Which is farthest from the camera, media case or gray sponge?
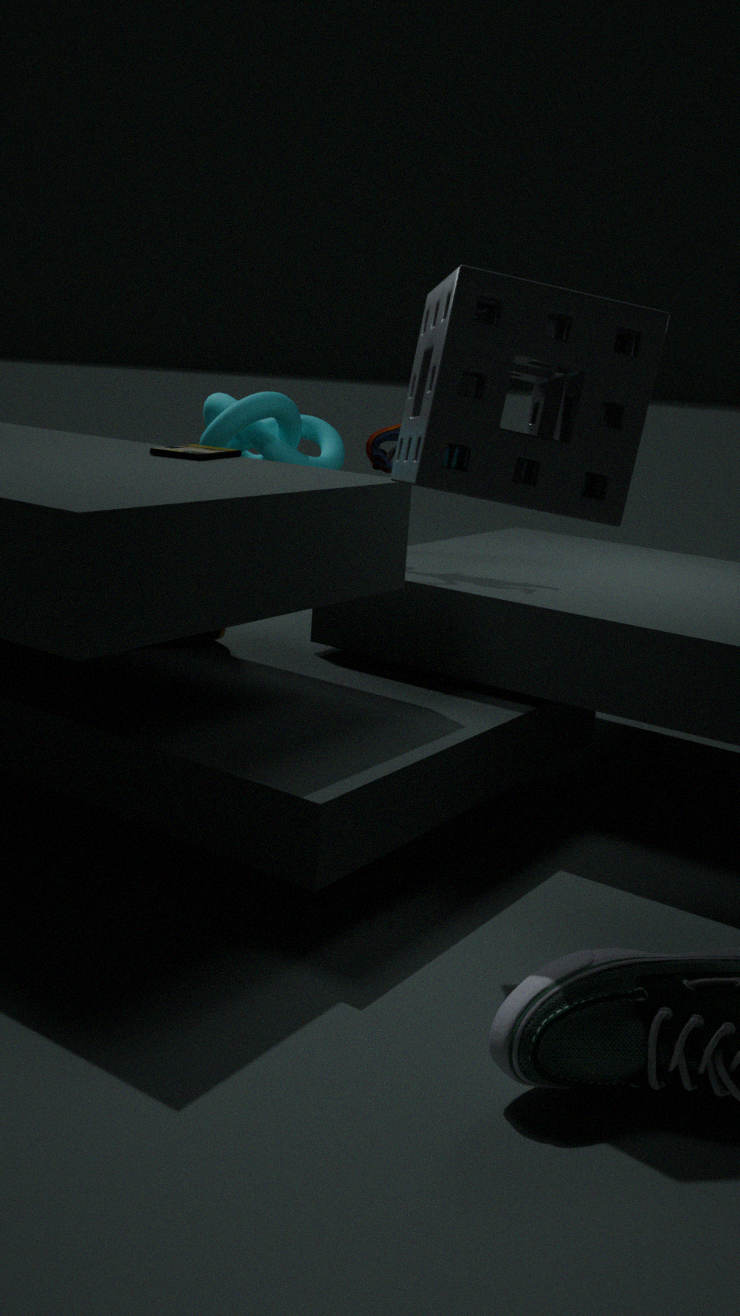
media case
